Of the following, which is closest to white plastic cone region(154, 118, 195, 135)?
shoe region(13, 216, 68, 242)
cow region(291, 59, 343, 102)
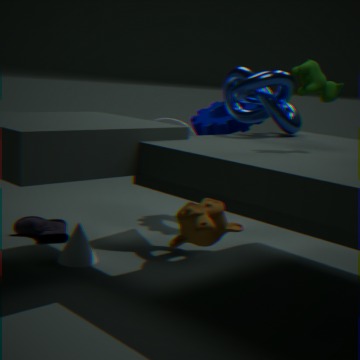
shoe region(13, 216, 68, 242)
